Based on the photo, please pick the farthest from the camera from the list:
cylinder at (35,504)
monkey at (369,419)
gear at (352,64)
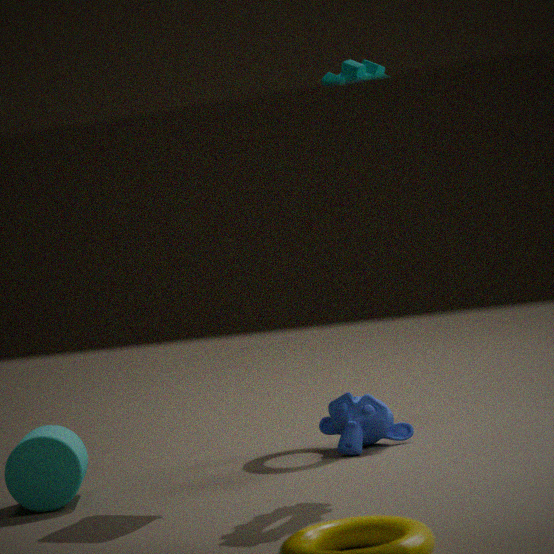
monkey at (369,419)
